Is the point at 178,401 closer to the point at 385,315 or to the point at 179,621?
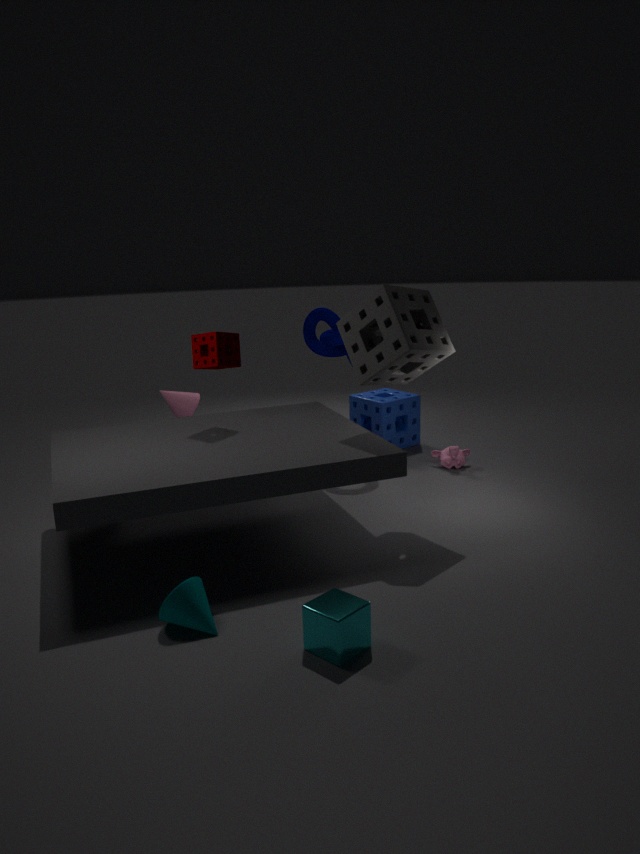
the point at 385,315
